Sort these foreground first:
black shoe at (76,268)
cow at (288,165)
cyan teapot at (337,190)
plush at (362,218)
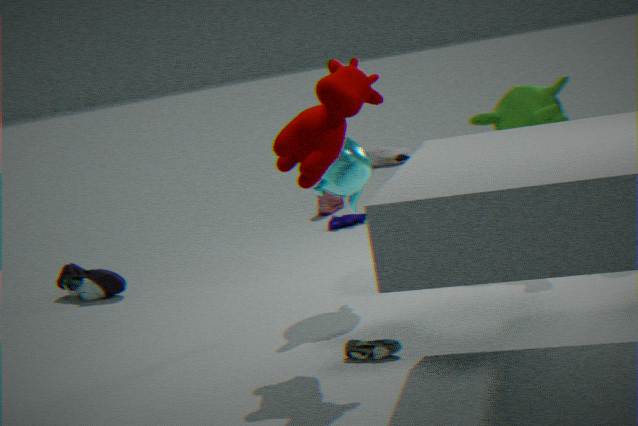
cow at (288,165) → cyan teapot at (337,190) → black shoe at (76,268) → plush at (362,218)
